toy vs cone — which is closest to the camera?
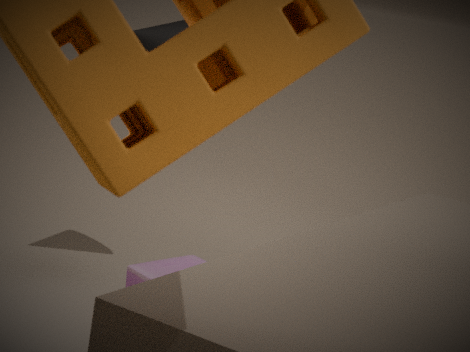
toy
